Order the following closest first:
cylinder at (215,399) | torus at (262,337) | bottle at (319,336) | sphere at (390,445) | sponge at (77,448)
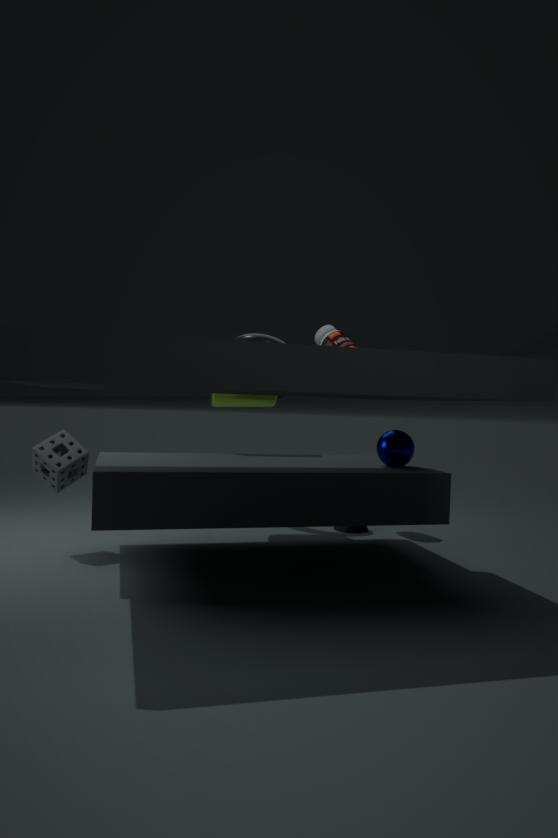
1. sponge at (77,448)
2. sphere at (390,445)
3. cylinder at (215,399)
4. bottle at (319,336)
5. torus at (262,337)
